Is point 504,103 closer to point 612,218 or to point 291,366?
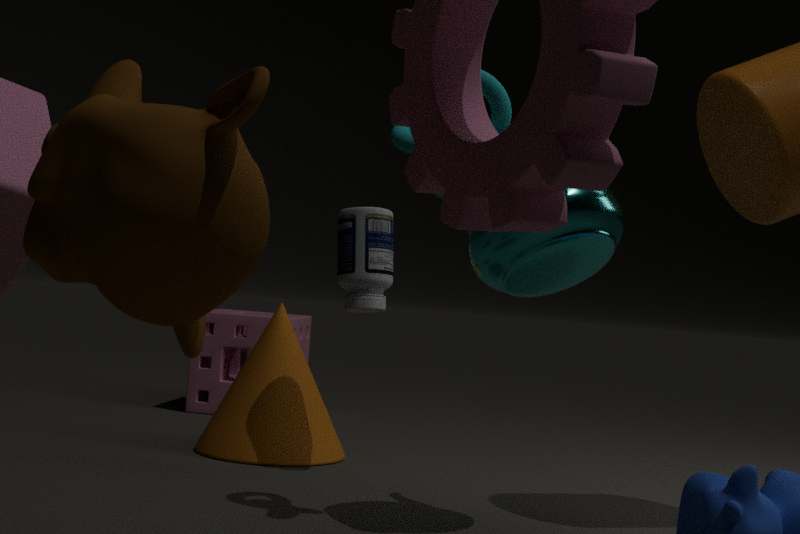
point 612,218
